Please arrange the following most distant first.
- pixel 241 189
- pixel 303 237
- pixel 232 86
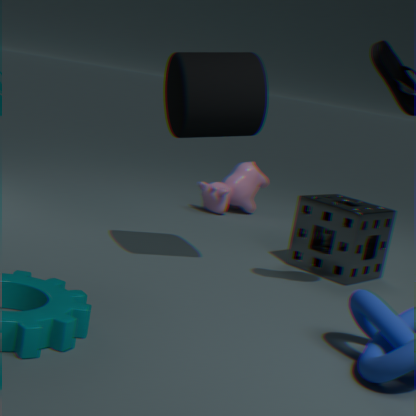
1. pixel 241 189
2. pixel 303 237
3. pixel 232 86
